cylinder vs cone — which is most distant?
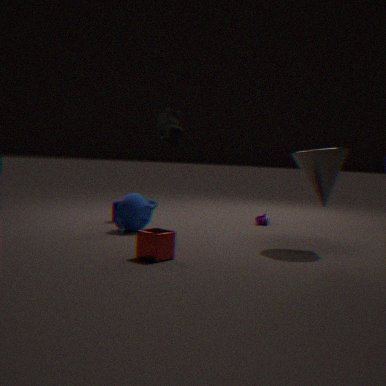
cylinder
